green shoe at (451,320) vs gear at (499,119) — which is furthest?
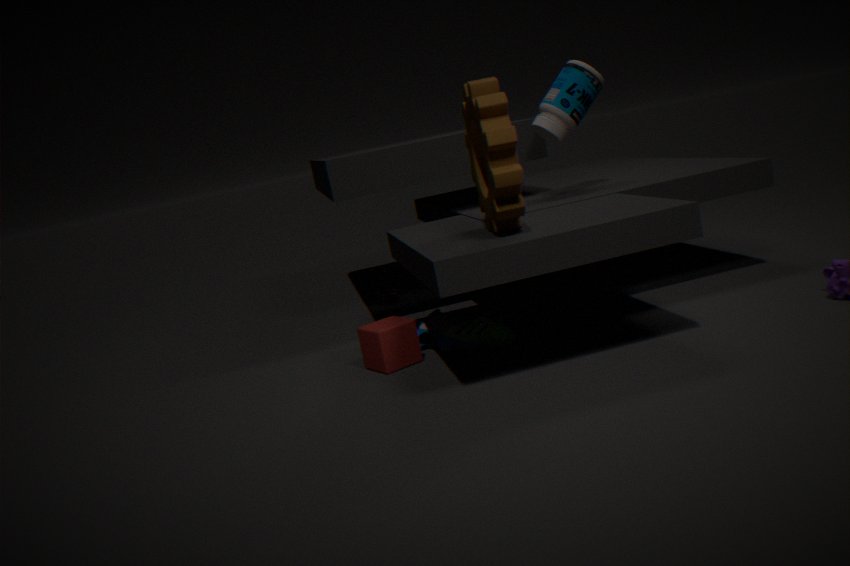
green shoe at (451,320)
